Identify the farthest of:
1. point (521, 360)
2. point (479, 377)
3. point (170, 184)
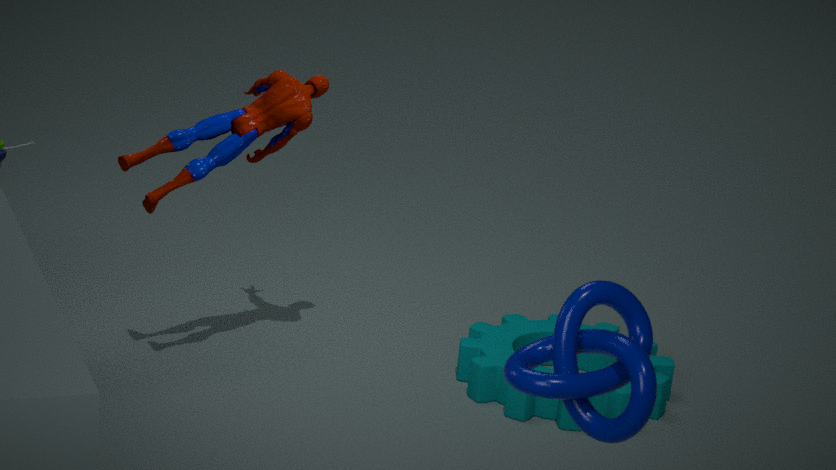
point (479, 377)
